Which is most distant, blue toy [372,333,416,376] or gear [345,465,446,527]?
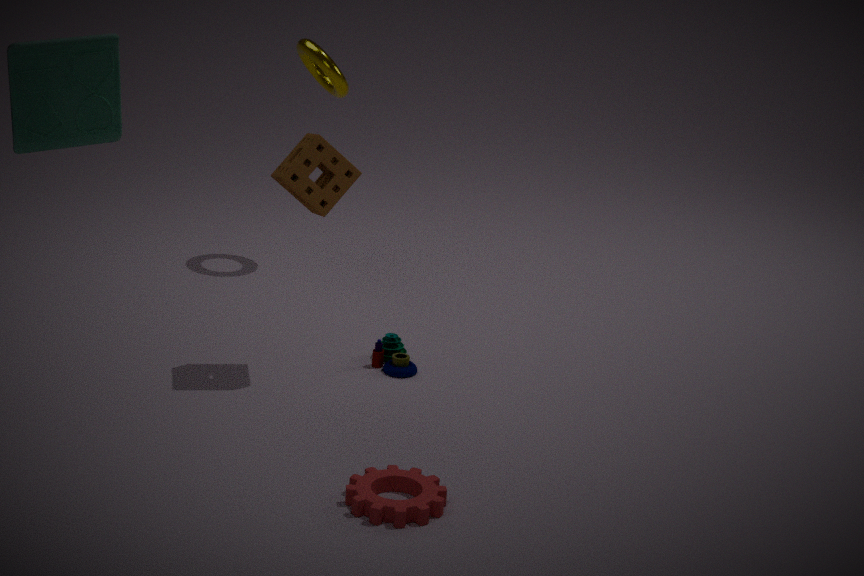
blue toy [372,333,416,376]
